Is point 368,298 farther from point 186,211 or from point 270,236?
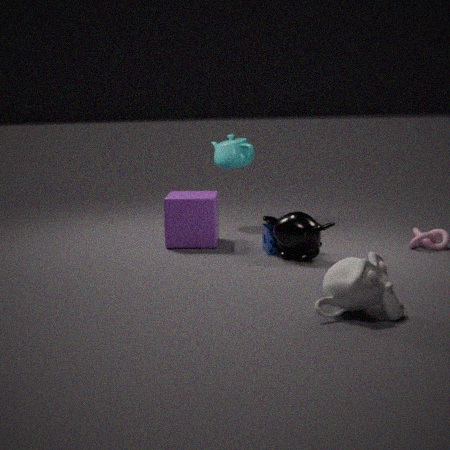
point 186,211
